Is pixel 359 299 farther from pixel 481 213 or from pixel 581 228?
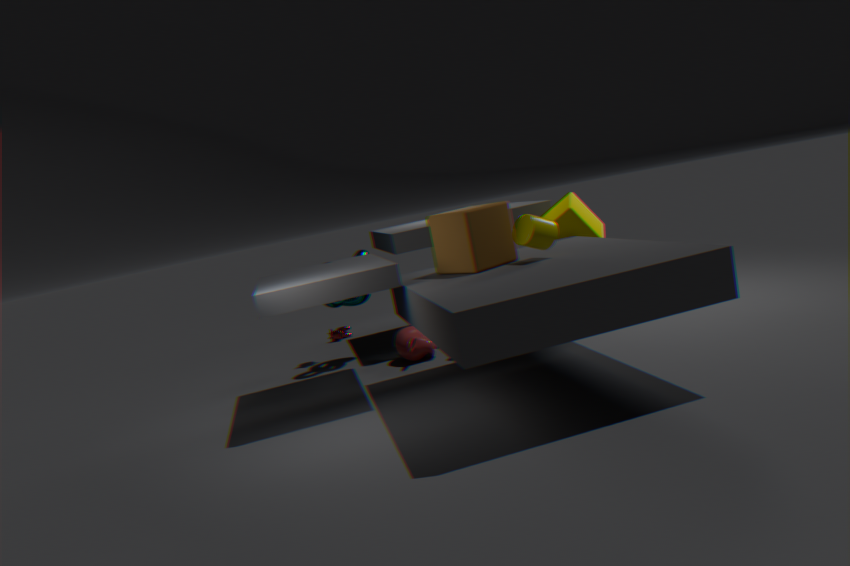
pixel 581 228
